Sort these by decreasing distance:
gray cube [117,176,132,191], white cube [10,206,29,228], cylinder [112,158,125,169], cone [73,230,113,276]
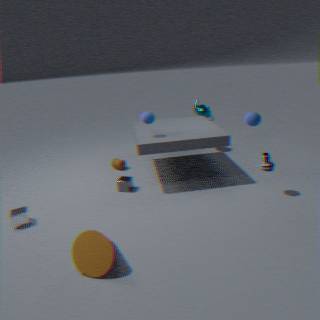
1. cylinder [112,158,125,169]
2. gray cube [117,176,132,191]
3. white cube [10,206,29,228]
4. cone [73,230,113,276]
